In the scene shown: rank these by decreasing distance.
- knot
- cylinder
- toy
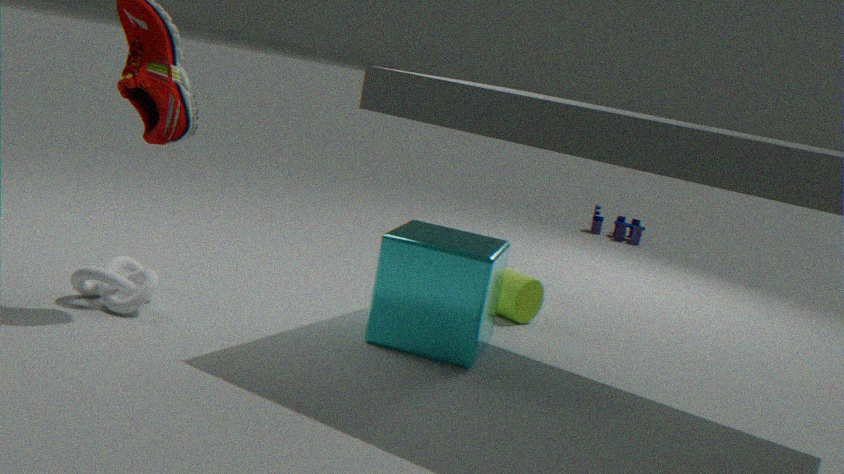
toy, cylinder, knot
